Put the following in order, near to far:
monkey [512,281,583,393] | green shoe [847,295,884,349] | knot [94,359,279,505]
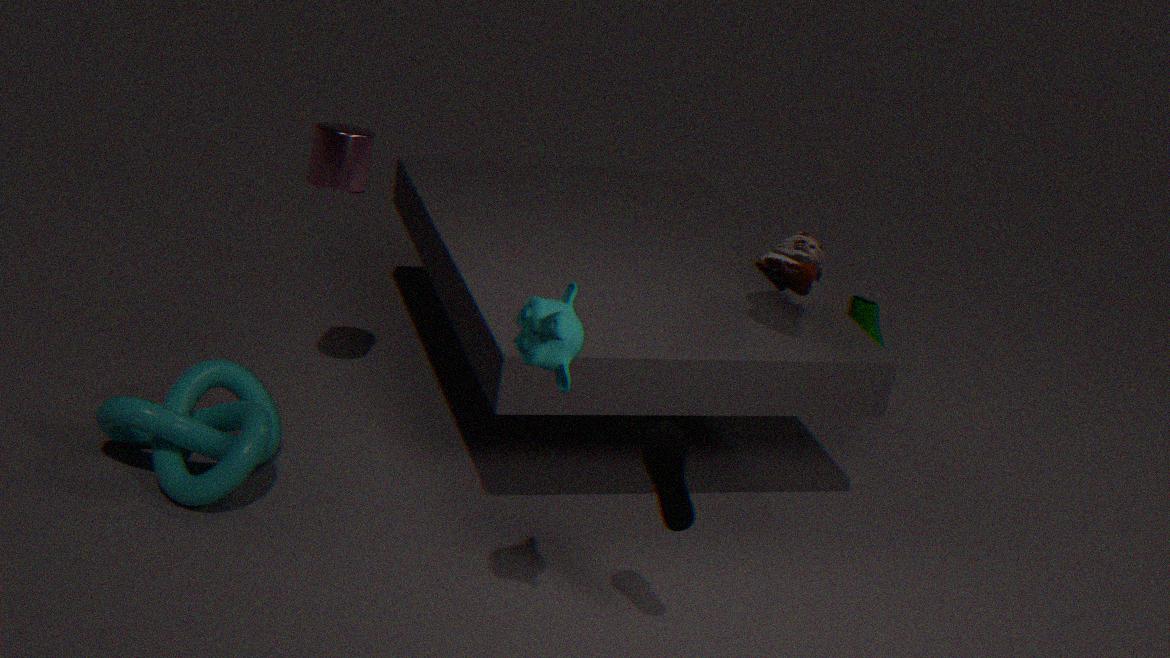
monkey [512,281,583,393] < knot [94,359,279,505] < green shoe [847,295,884,349]
